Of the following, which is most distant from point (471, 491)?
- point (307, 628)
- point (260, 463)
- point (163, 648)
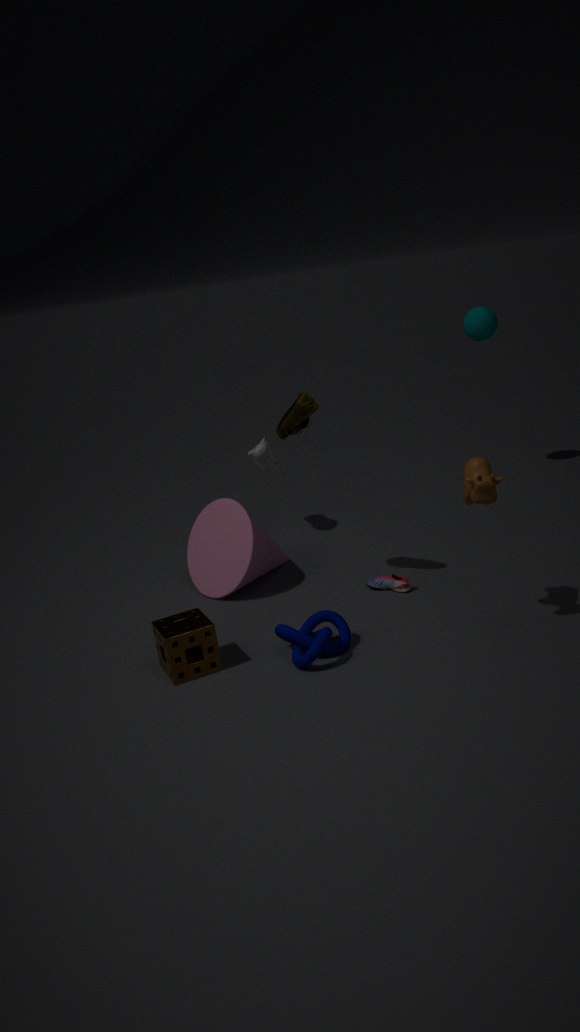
point (260, 463)
